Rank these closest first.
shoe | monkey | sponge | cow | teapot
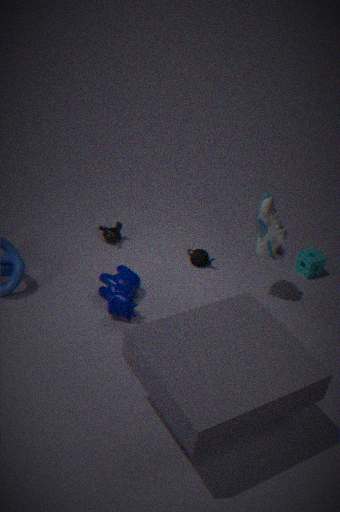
1. cow
2. shoe
3. teapot
4. sponge
5. monkey
